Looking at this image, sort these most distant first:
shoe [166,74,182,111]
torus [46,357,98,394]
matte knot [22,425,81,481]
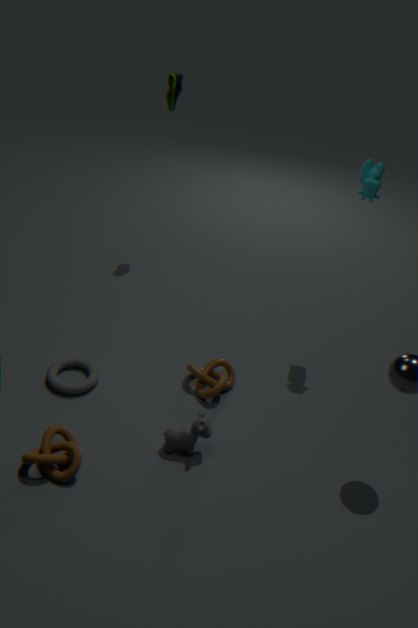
shoe [166,74,182,111]
torus [46,357,98,394]
matte knot [22,425,81,481]
